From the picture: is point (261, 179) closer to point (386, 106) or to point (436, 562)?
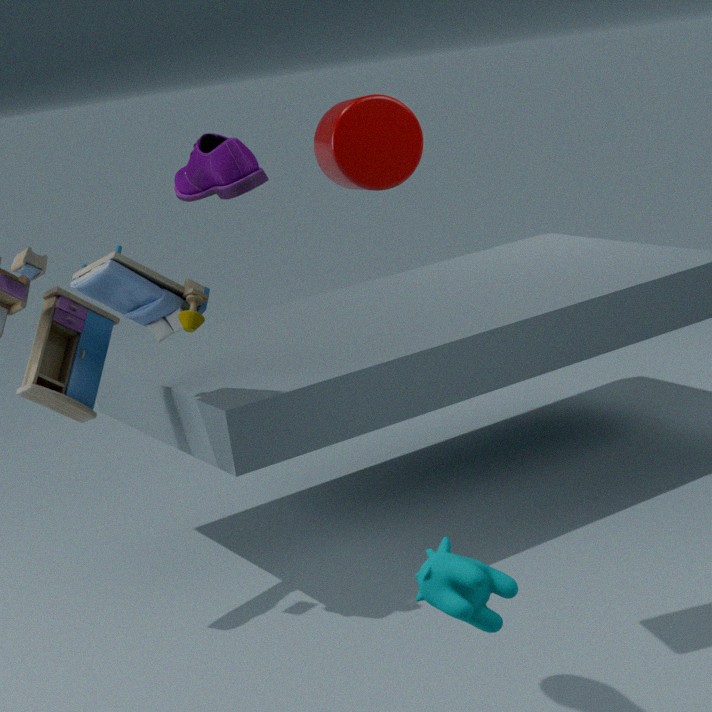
point (386, 106)
